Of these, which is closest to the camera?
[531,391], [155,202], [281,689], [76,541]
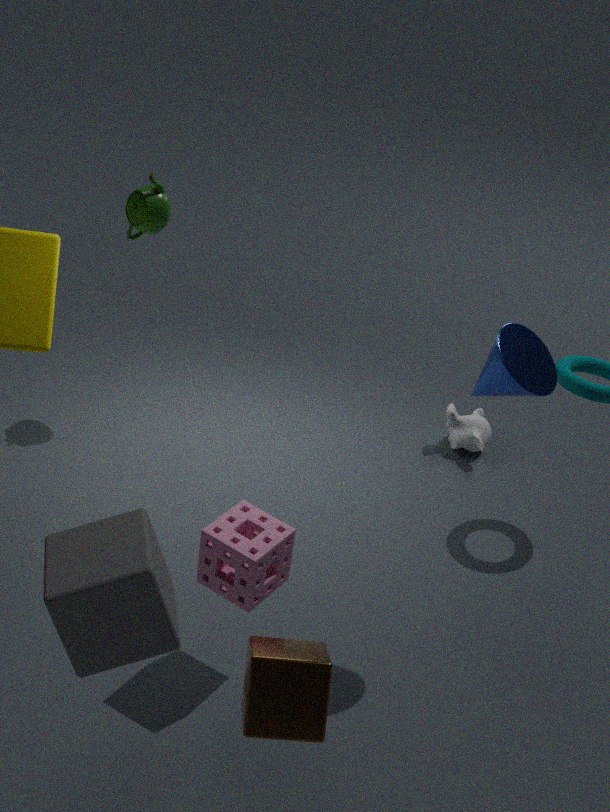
[76,541]
